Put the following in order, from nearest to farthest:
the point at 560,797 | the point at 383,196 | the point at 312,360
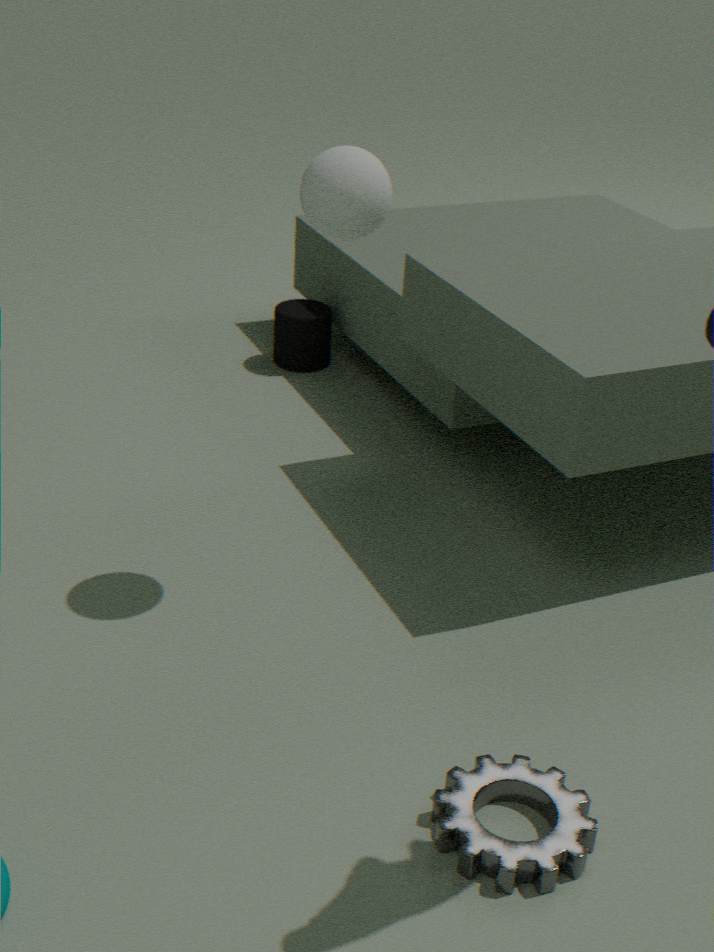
1. the point at 560,797
2. the point at 383,196
3. the point at 312,360
